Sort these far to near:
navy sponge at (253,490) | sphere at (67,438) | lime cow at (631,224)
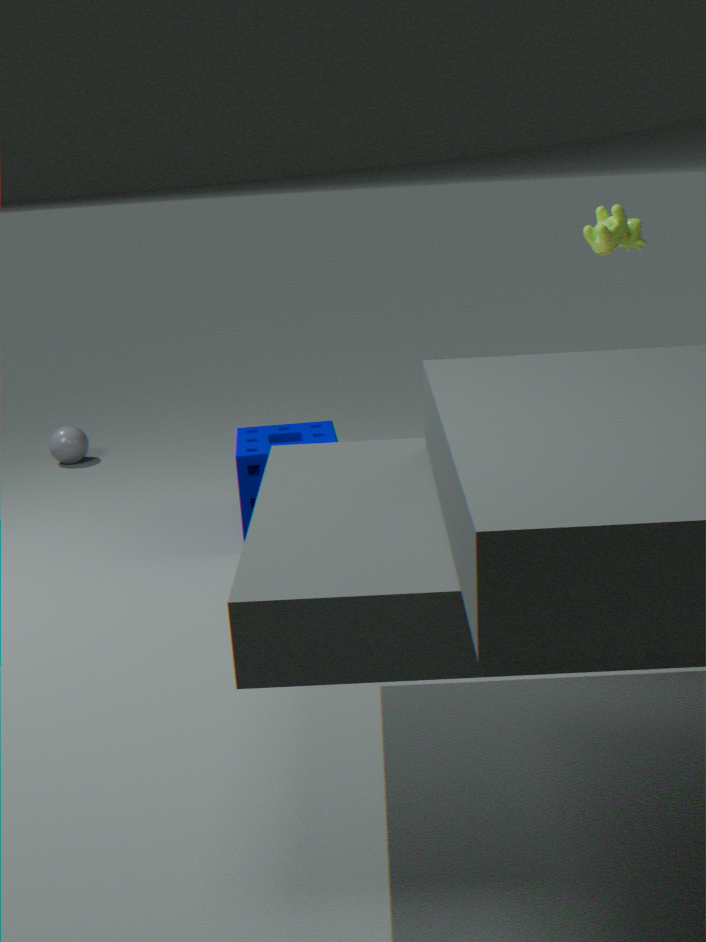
sphere at (67,438), navy sponge at (253,490), lime cow at (631,224)
